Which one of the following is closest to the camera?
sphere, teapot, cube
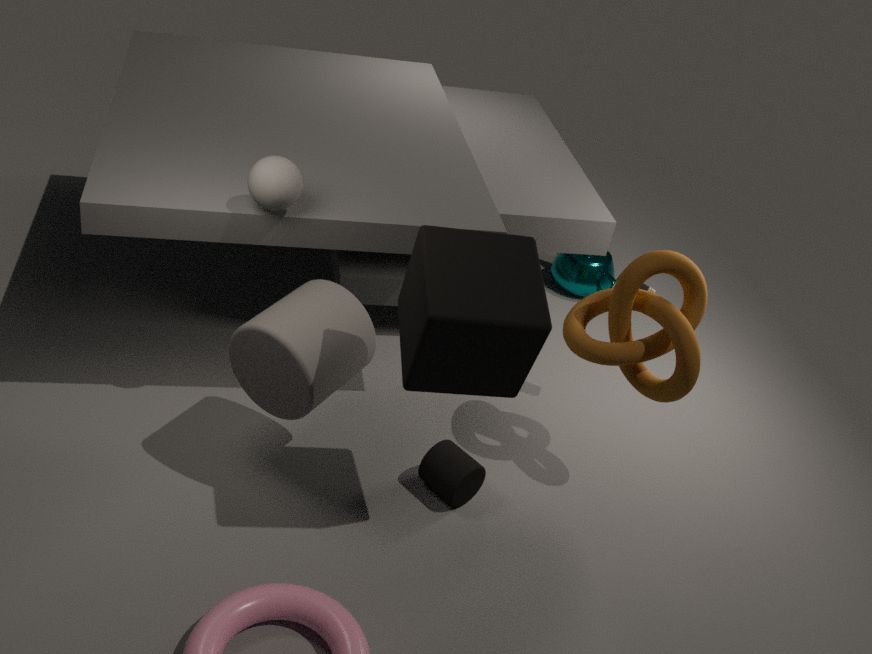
cube
